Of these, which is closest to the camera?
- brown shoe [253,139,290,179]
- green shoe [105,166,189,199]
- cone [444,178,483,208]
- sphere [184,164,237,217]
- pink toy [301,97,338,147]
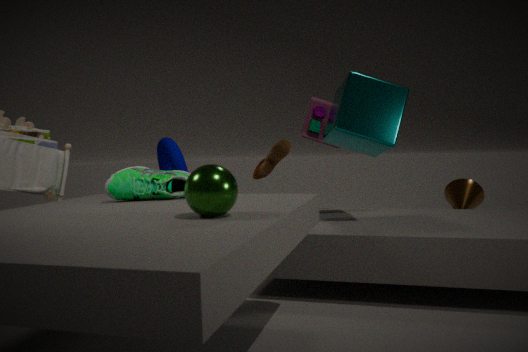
sphere [184,164,237,217]
